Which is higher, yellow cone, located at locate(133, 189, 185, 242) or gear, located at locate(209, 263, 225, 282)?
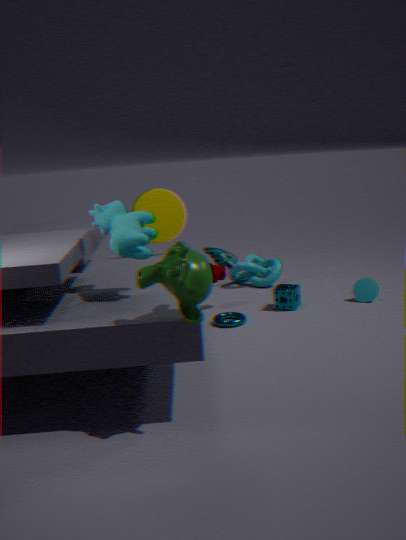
yellow cone, located at locate(133, 189, 185, 242)
